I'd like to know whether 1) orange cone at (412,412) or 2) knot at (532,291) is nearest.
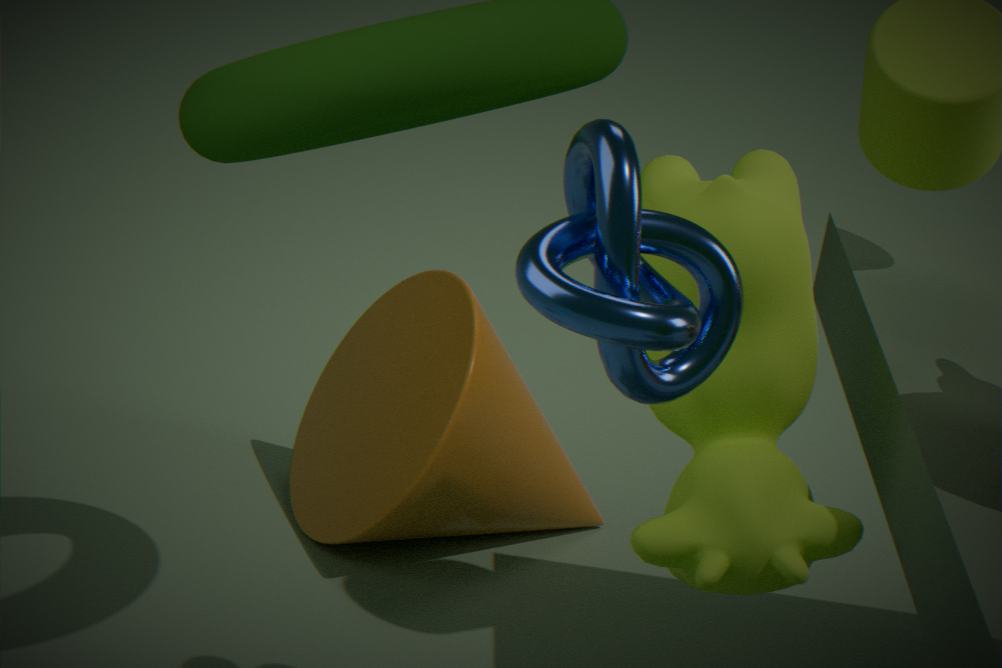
2. knot at (532,291)
